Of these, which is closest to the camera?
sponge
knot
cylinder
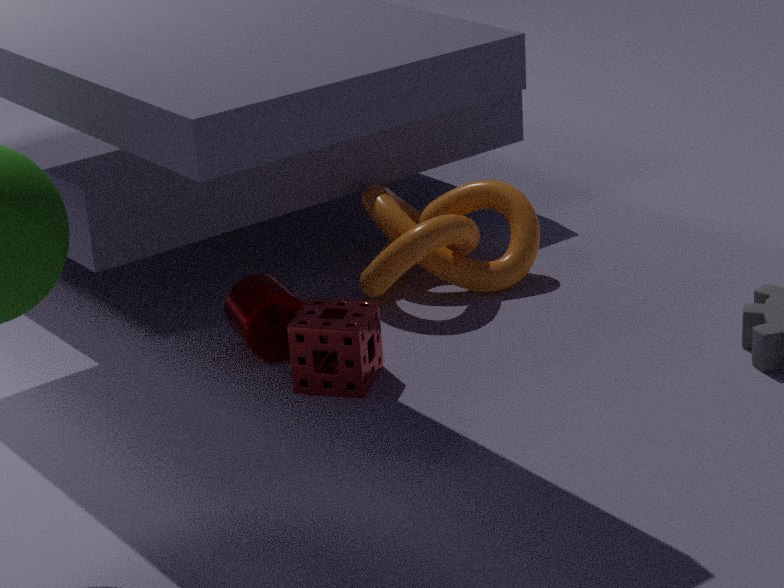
sponge
